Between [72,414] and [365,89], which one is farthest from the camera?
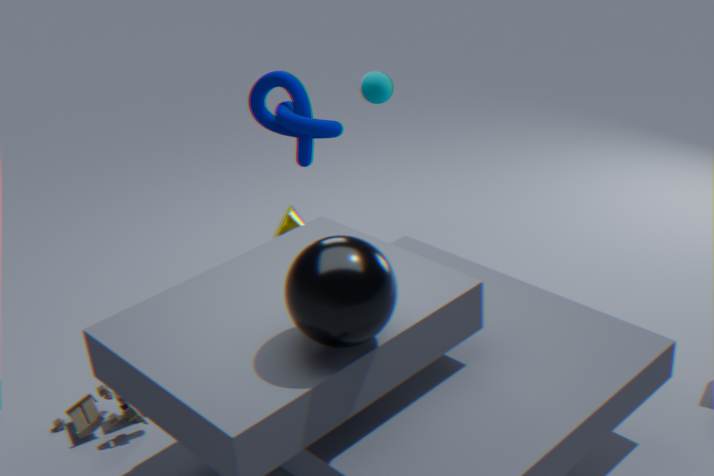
[365,89]
